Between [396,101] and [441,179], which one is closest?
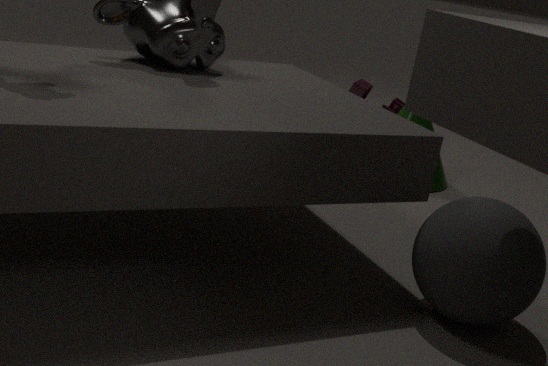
[441,179]
